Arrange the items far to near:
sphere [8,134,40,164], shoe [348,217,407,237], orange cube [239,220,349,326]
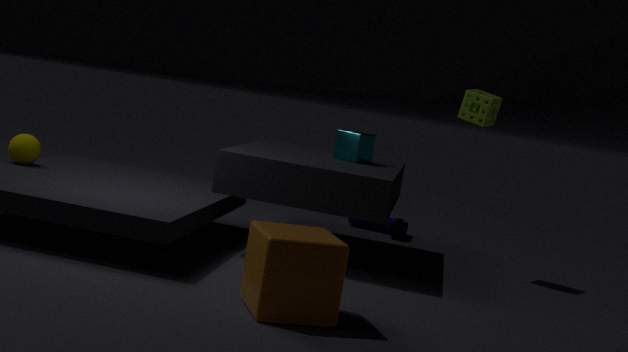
shoe [348,217,407,237]
sphere [8,134,40,164]
orange cube [239,220,349,326]
